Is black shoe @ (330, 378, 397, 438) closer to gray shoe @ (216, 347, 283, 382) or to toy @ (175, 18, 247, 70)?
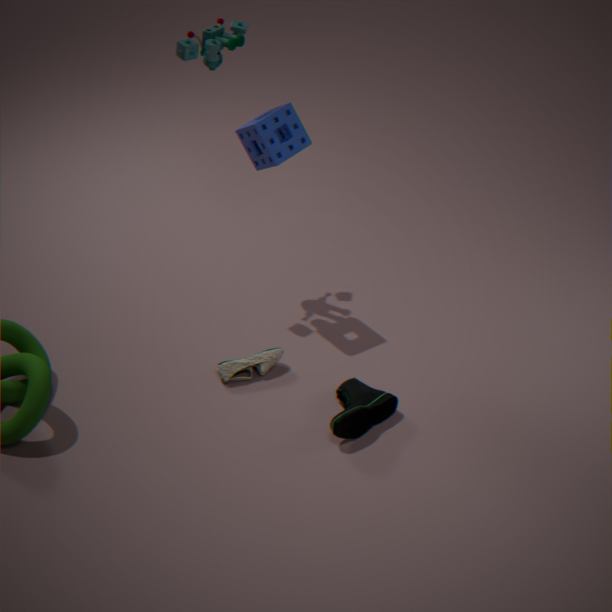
gray shoe @ (216, 347, 283, 382)
